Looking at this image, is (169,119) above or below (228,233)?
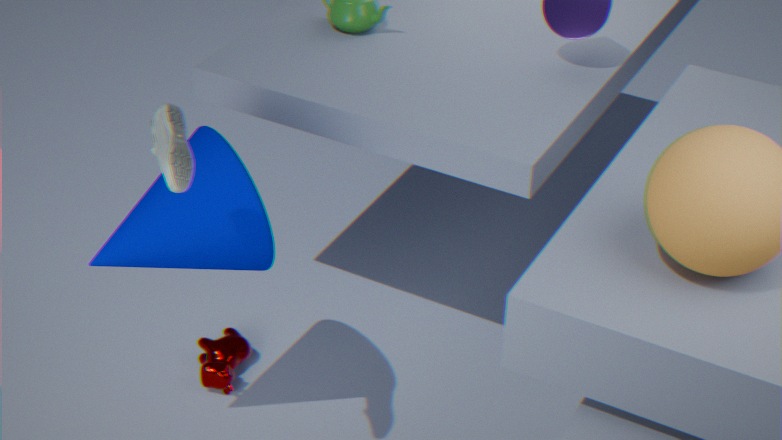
above
